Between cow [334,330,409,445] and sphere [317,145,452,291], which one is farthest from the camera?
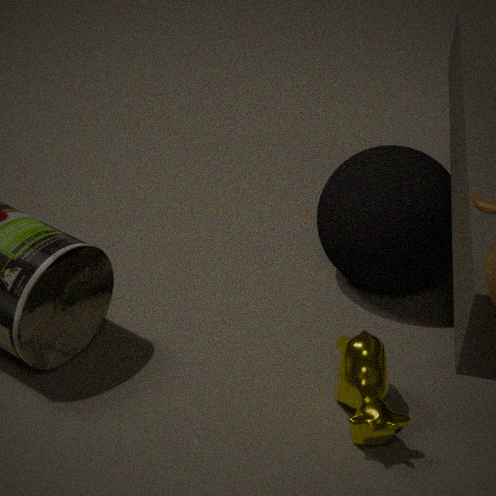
sphere [317,145,452,291]
